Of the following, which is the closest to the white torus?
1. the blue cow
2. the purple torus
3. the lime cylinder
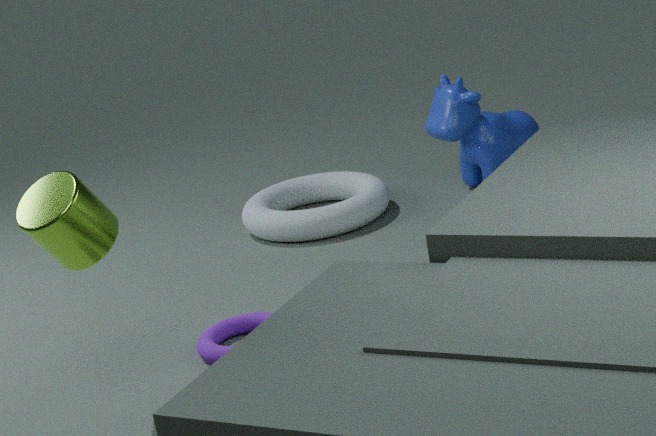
the blue cow
